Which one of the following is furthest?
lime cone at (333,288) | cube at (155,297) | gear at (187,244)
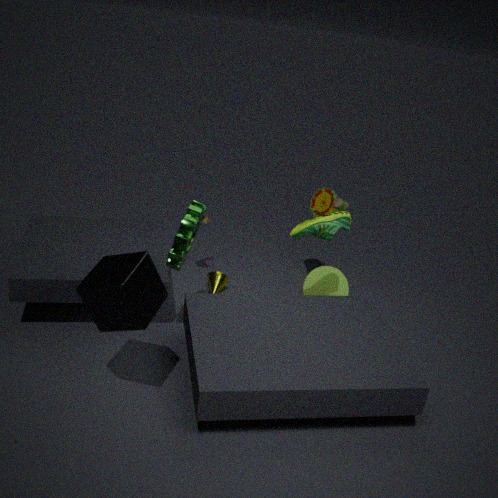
lime cone at (333,288)
